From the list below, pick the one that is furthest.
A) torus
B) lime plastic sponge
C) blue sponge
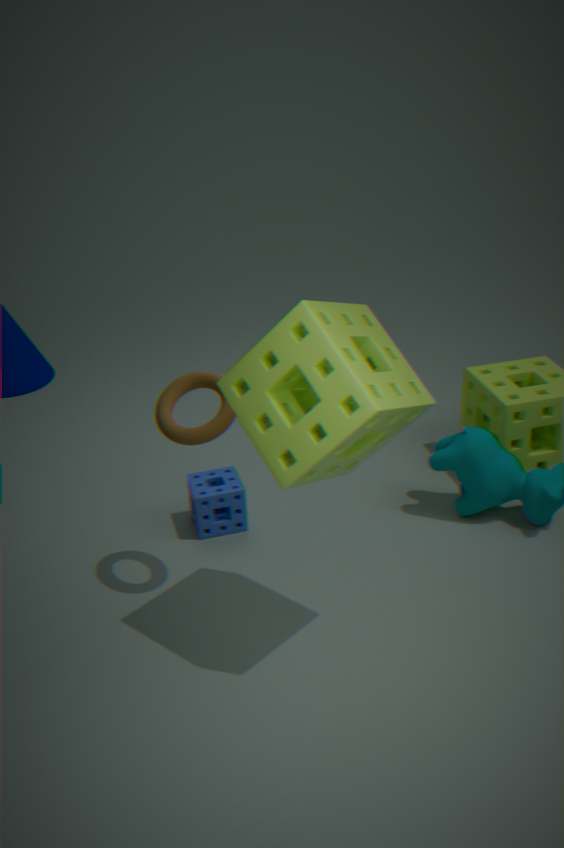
blue sponge
